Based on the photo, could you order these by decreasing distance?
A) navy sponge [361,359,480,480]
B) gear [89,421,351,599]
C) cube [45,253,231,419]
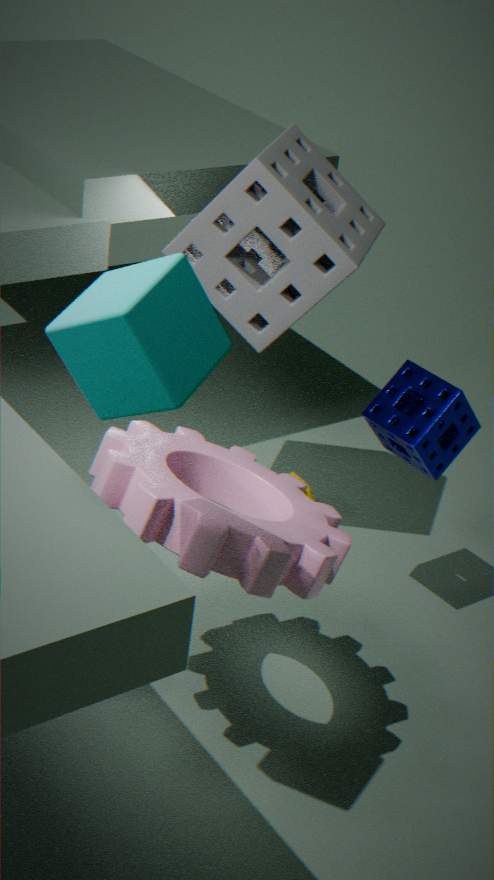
navy sponge [361,359,480,480], gear [89,421,351,599], cube [45,253,231,419]
